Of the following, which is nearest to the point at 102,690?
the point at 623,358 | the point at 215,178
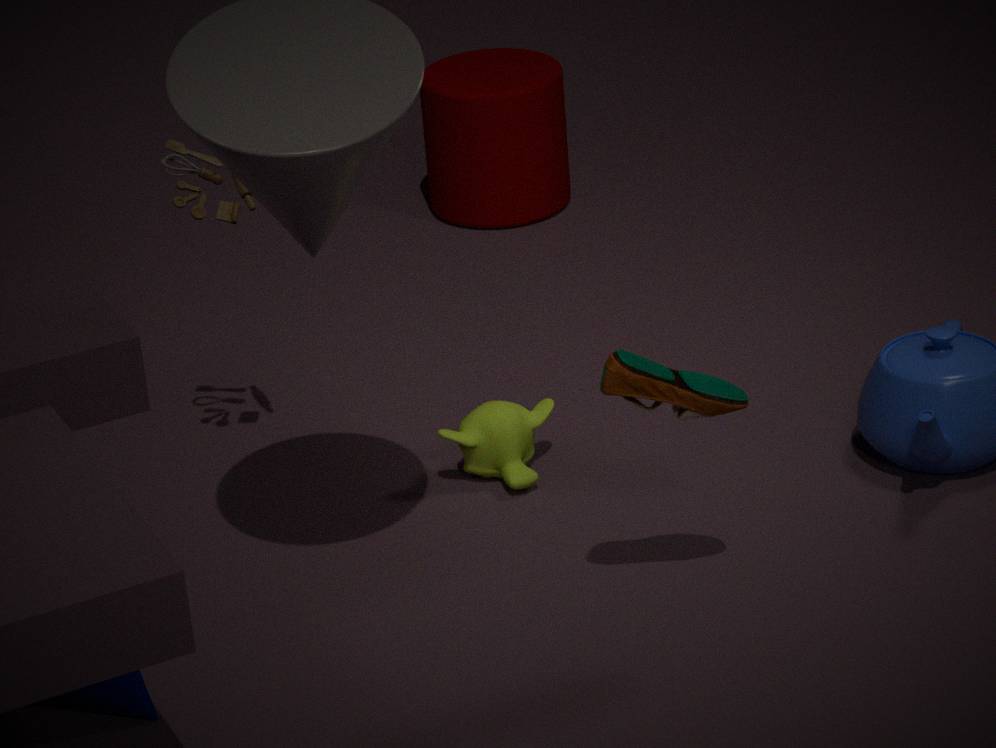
the point at 215,178
